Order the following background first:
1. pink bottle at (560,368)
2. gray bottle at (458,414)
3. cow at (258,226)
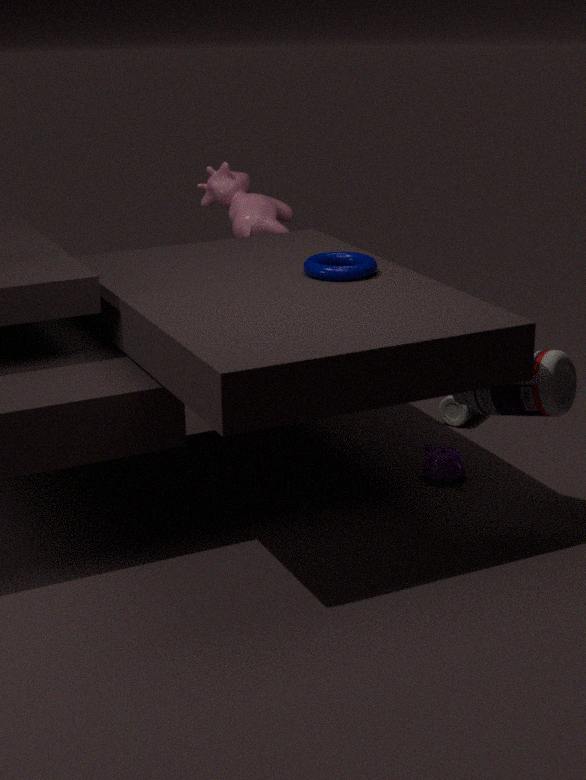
cow at (258,226) < gray bottle at (458,414) < pink bottle at (560,368)
